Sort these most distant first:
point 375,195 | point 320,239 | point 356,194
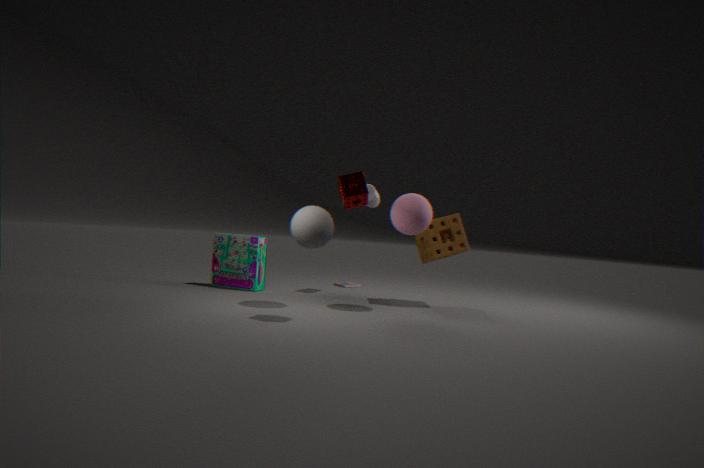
1. point 375,195
2. point 320,239
3. point 356,194
